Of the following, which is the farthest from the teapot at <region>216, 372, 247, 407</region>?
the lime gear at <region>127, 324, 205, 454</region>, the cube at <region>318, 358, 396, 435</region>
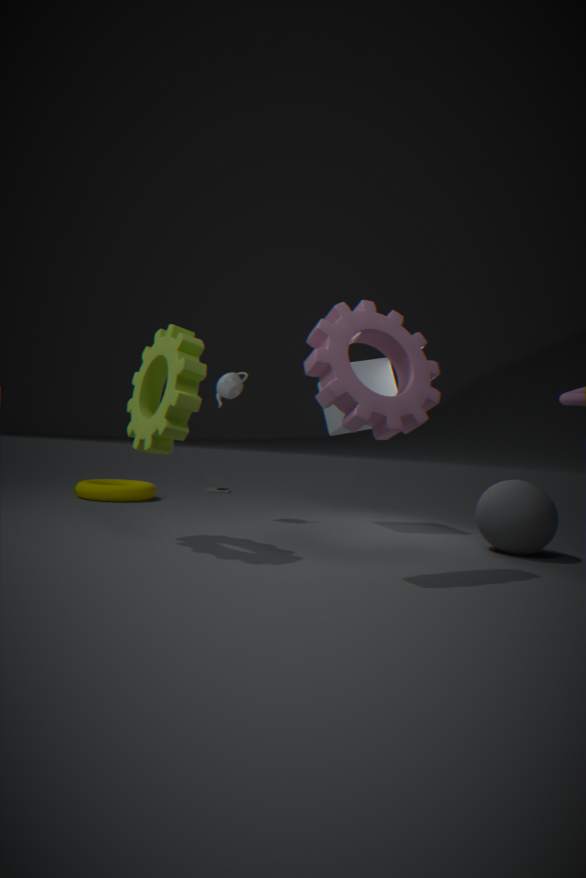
the lime gear at <region>127, 324, 205, 454</region>
